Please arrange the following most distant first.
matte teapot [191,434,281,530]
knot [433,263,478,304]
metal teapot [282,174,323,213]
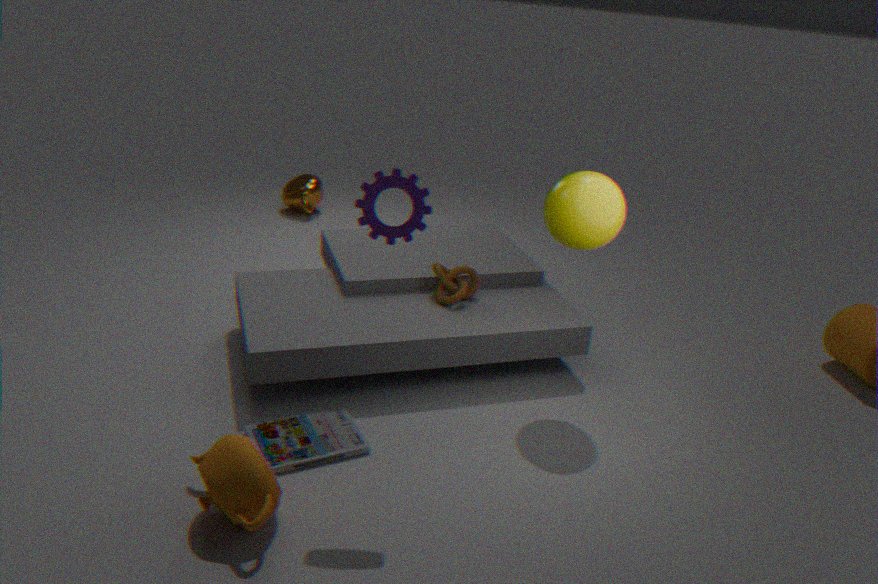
1. metal teapot [282,174,323,213]
2. knot [433,263,478,304]
3. matte teapot [191,434,281,530]
